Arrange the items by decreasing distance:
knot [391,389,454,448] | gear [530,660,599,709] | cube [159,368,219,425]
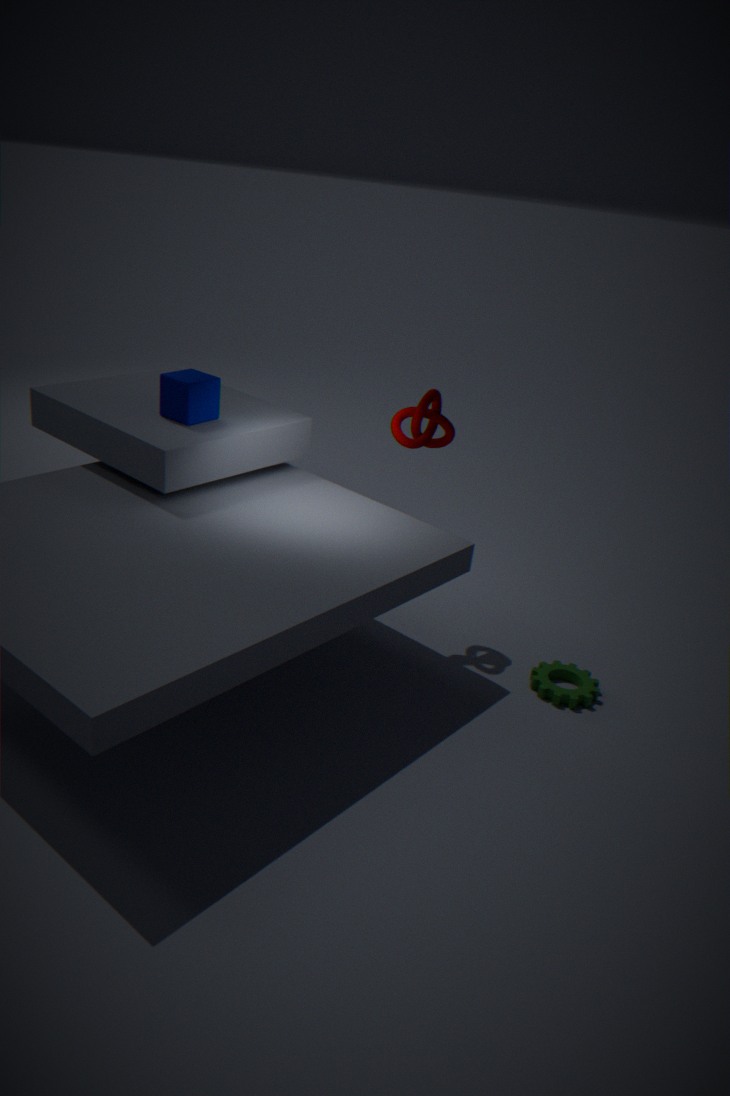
cube [159,368,219,425]
knot [391,389,454,448]
gear [530,660,599,709]
